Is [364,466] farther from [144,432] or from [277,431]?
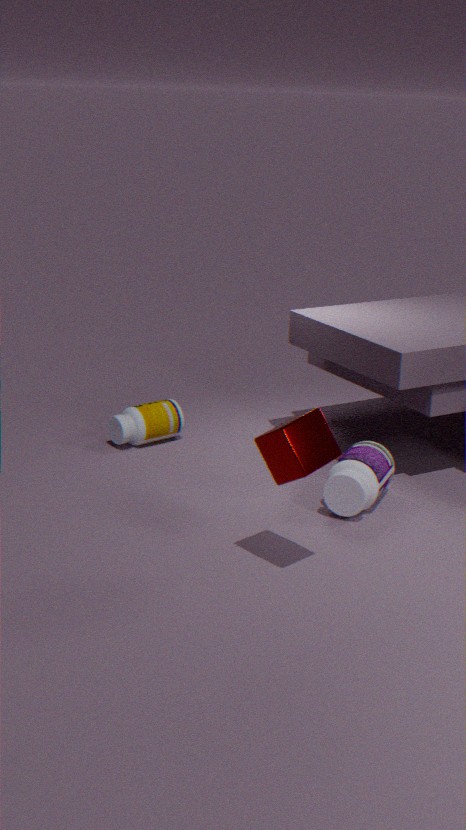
[144,432]
